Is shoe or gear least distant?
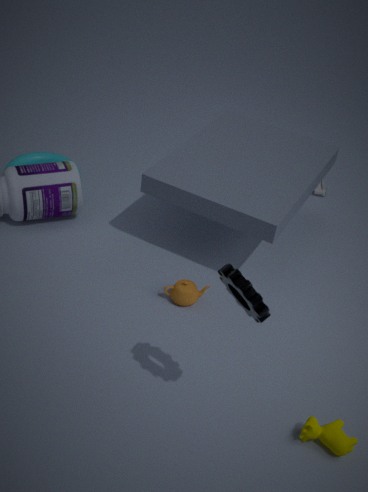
gear
